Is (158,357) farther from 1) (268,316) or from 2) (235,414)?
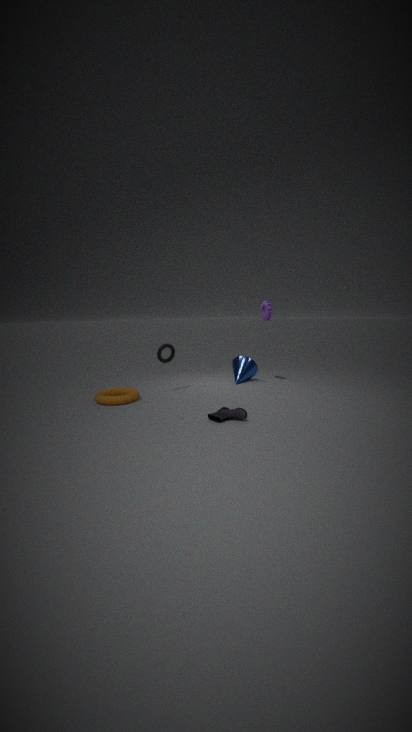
1) (268,316)
